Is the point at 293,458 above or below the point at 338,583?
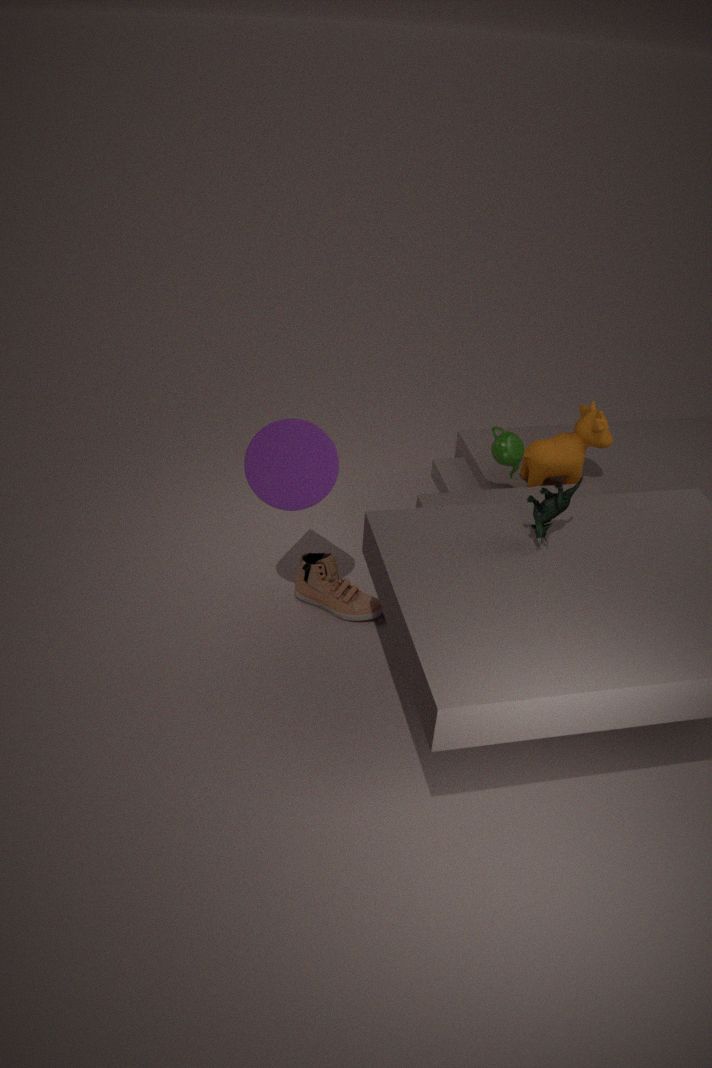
above
